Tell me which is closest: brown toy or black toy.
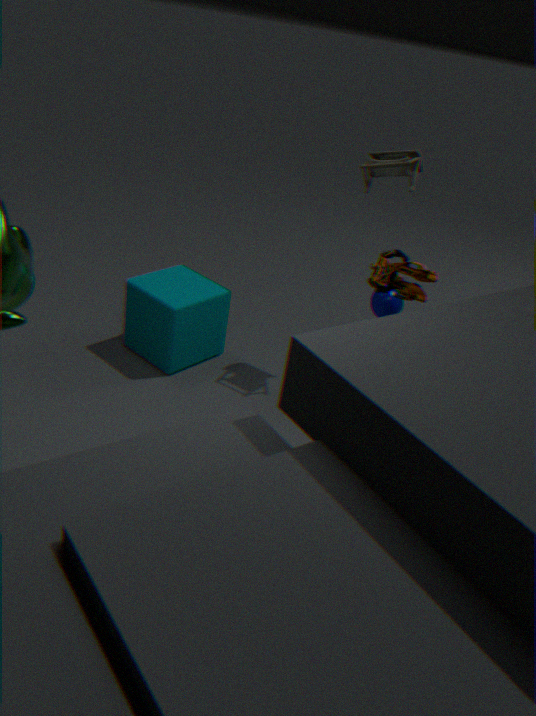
brown toy
